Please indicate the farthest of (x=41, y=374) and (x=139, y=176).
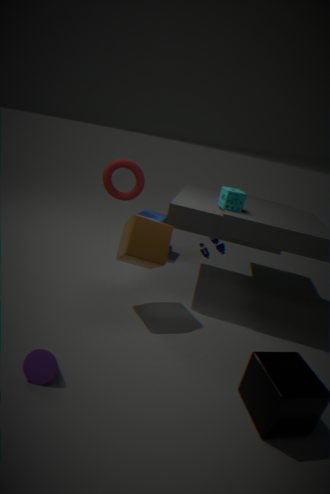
(x=139, y=176)
